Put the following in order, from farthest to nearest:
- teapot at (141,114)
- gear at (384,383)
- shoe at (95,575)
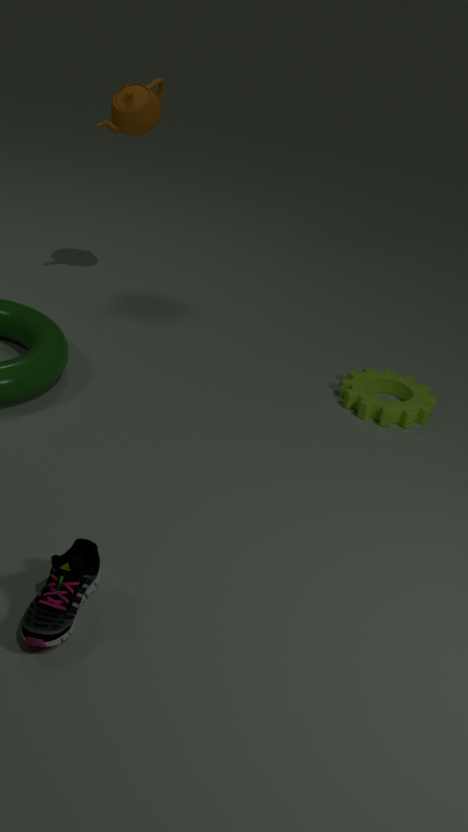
teapot at (141,114) → gear at (384,383) → shoe at (95,575)
